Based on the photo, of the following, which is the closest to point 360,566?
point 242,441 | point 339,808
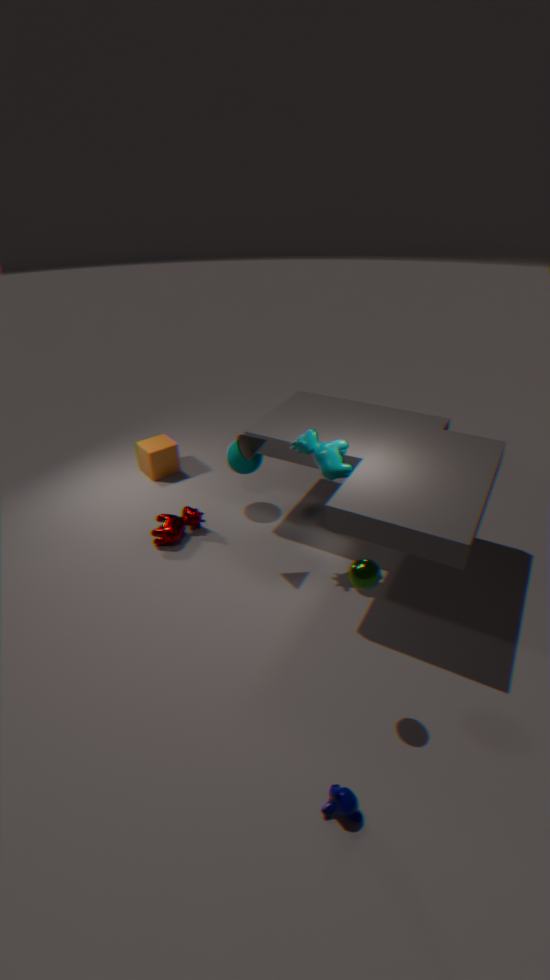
point 339,808
